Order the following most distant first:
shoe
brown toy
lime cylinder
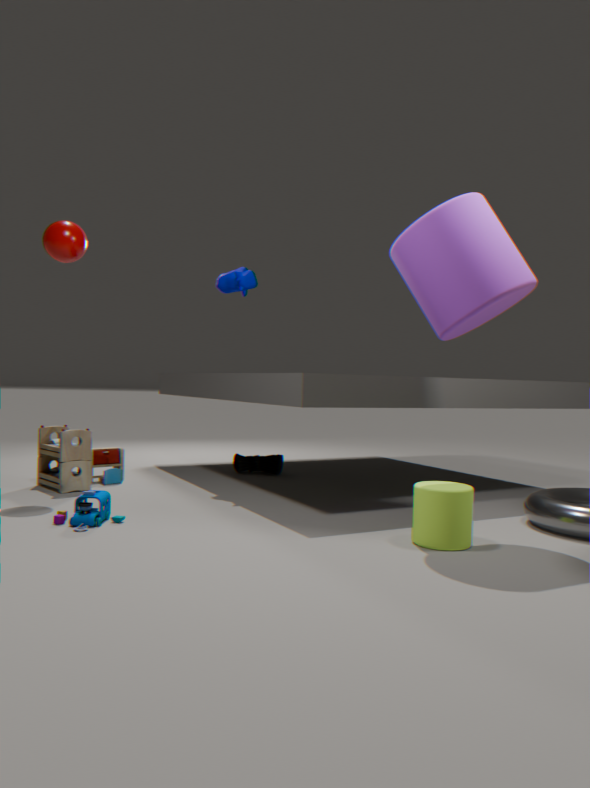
shoe, brown toy, lime cylinder
